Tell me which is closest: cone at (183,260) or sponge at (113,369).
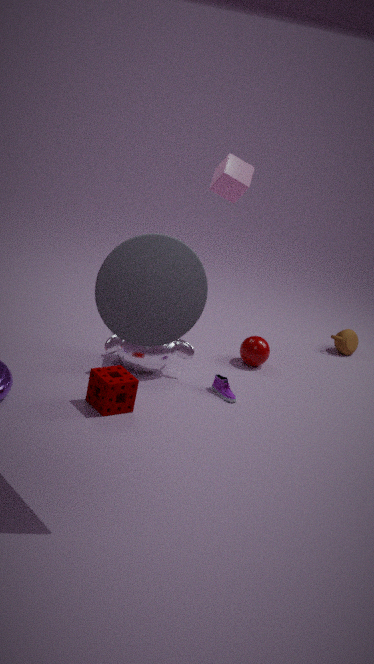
cone at (183,260)
